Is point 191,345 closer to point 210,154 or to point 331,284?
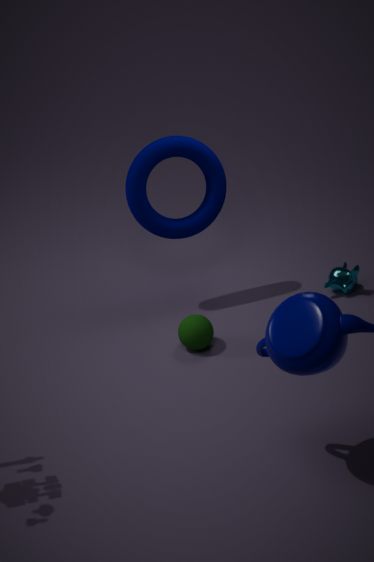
point 210,154
